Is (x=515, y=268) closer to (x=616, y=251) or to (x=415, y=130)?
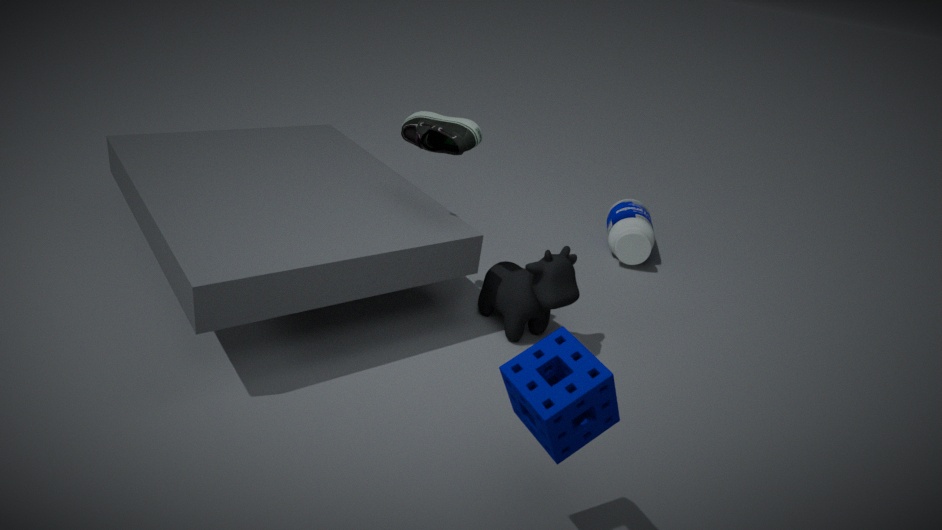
(x=415, y=130)
